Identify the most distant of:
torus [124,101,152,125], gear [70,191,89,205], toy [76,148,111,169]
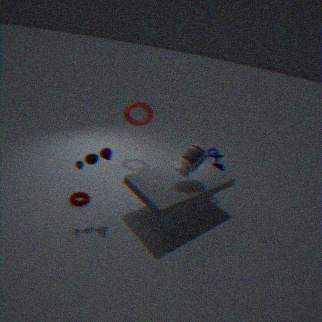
torus [124,101,152,125]
